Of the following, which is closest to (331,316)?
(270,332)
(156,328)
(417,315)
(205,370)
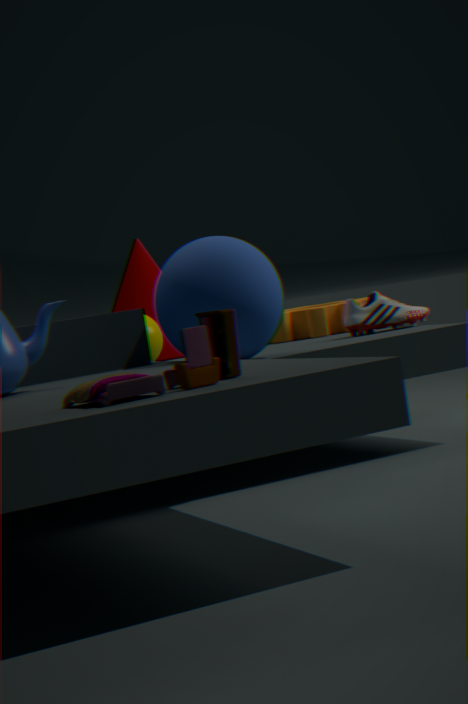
(417,315)
